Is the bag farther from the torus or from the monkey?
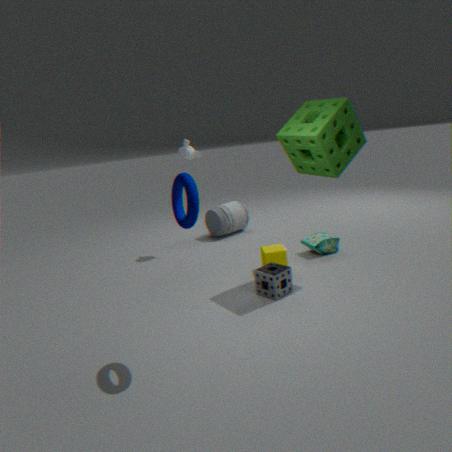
the torus
